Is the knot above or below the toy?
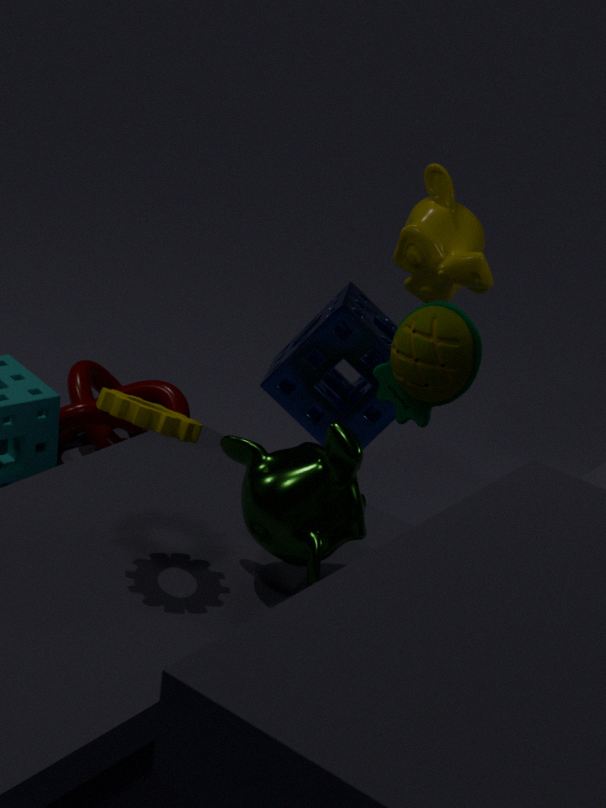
below
